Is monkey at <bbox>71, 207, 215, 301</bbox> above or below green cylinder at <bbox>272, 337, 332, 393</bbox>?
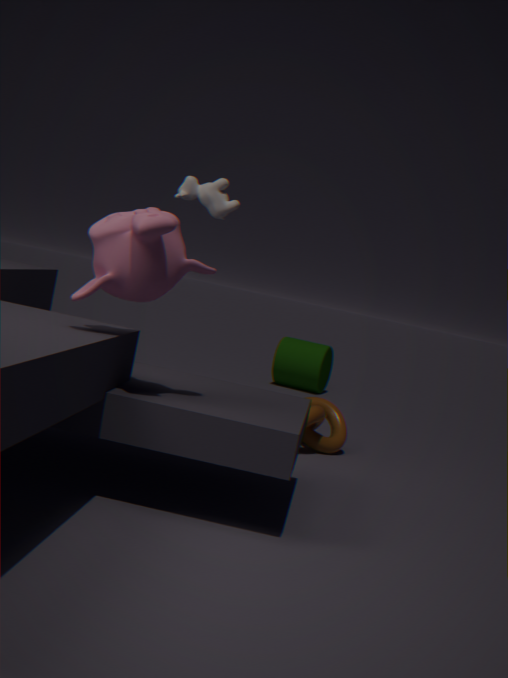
above
